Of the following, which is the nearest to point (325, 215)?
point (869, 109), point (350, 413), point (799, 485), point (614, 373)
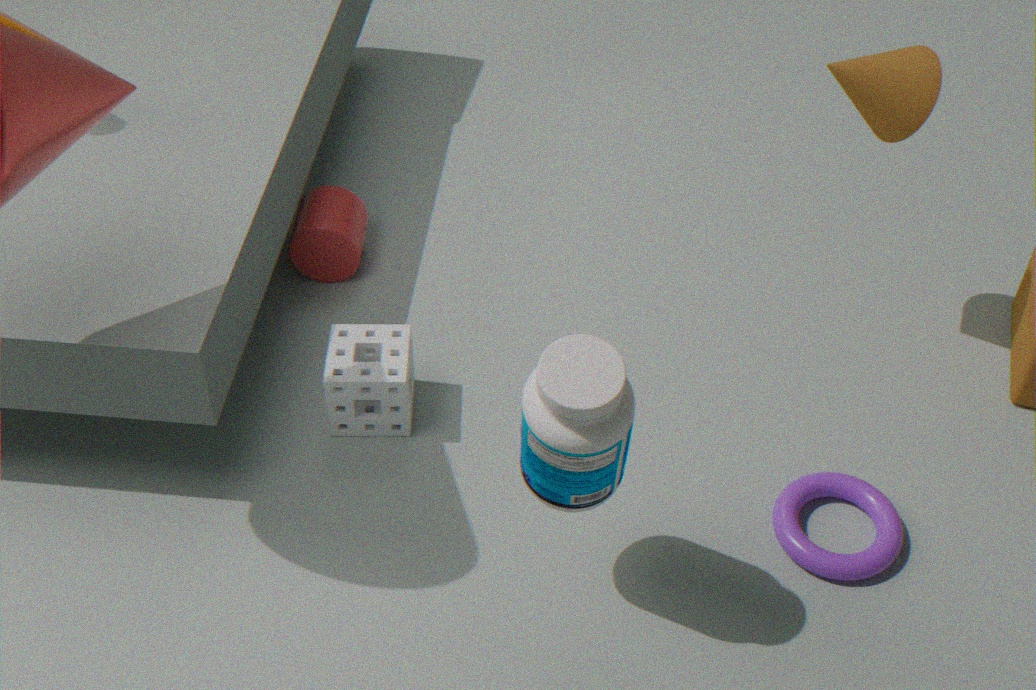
point (350, 413)
